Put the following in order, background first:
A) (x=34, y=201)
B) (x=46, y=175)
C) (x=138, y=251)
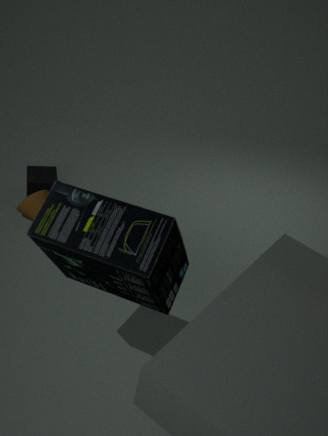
(x=46, y=175), (x=34, y=201), (x=138, y=251)
